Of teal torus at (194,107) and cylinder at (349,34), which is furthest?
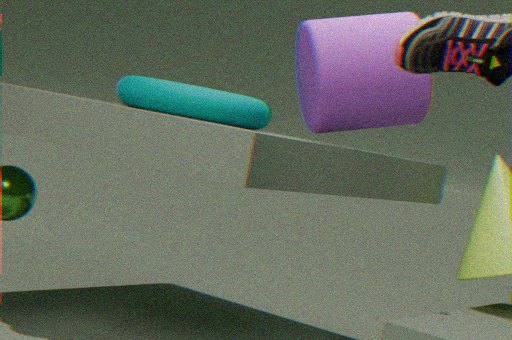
teal torus at (194,107)
